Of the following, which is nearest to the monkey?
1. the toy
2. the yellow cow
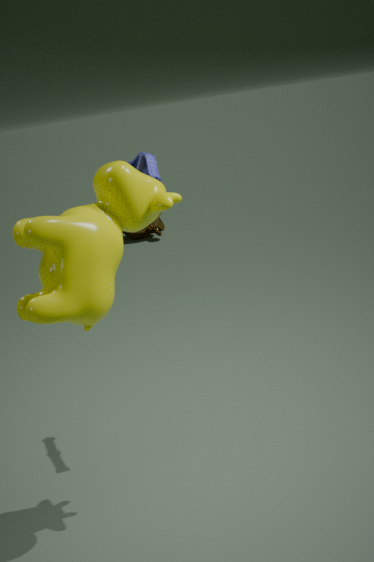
the toy
